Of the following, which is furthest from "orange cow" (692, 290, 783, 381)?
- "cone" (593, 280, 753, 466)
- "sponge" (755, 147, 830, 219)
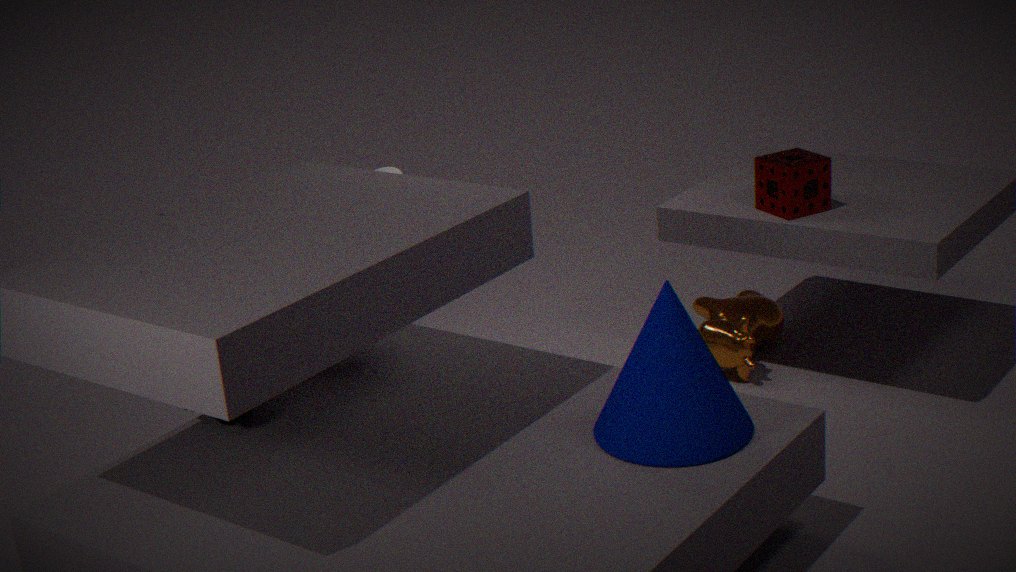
"cone" (593, 280, 753, 466)
